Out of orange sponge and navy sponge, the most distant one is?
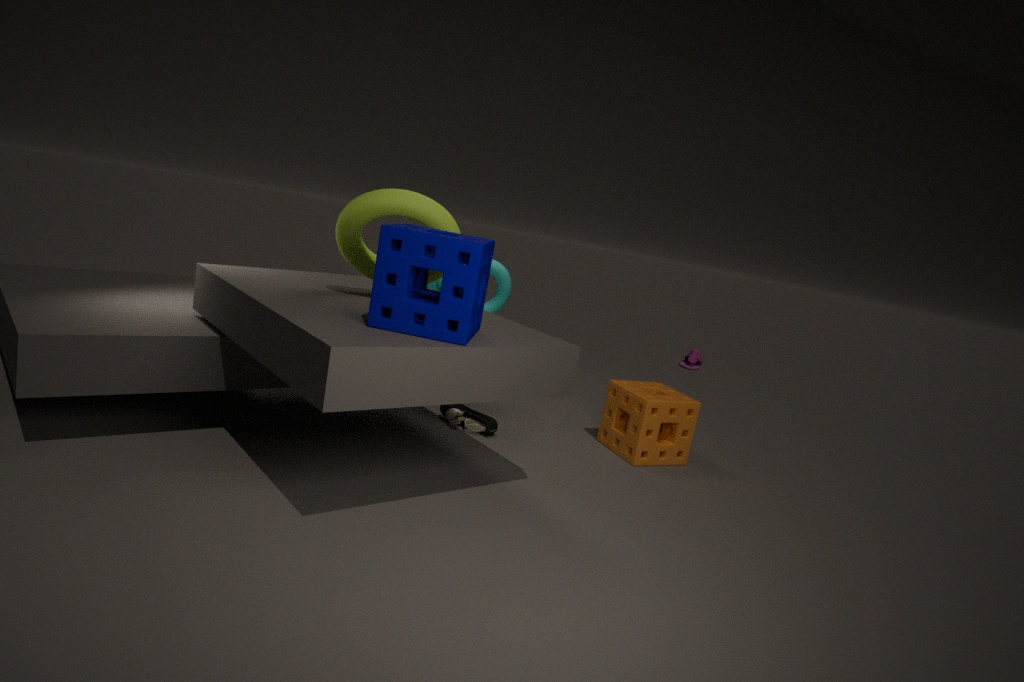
orange sponge
